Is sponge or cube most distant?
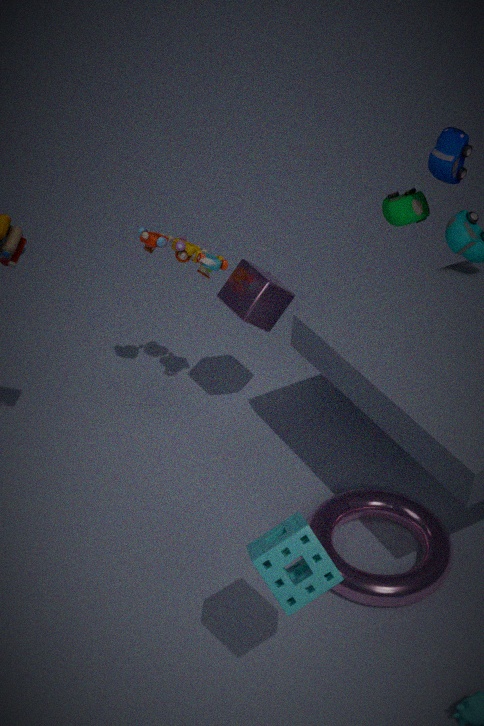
cube
